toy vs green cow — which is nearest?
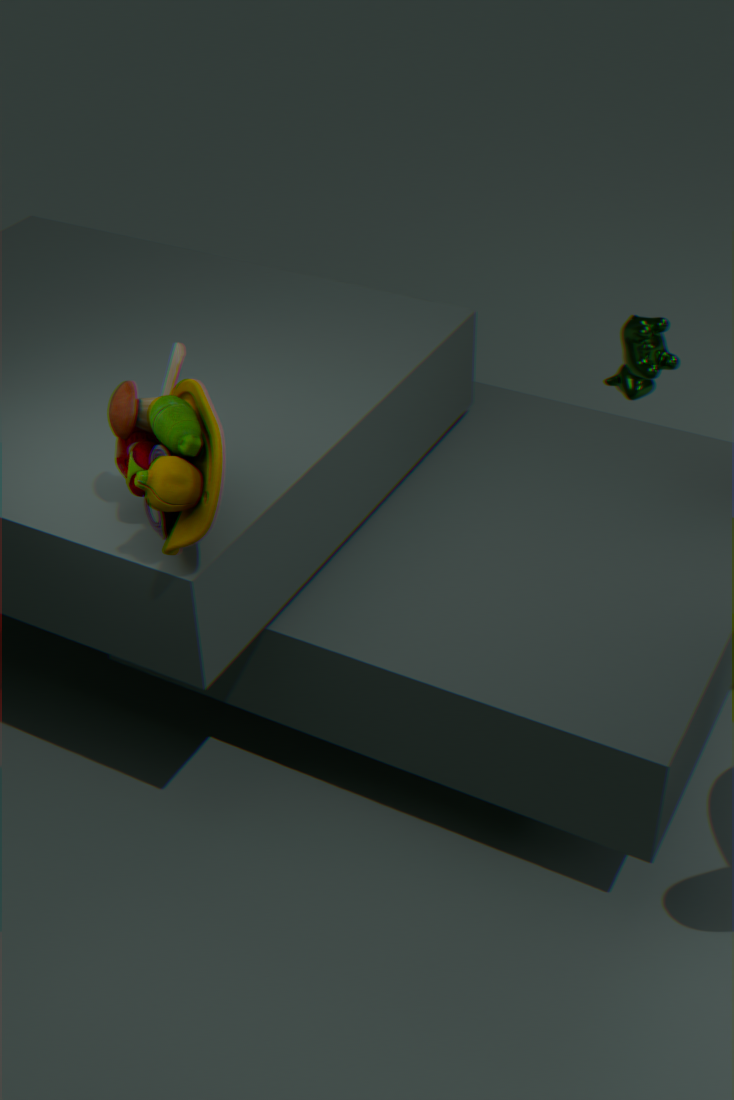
toy
